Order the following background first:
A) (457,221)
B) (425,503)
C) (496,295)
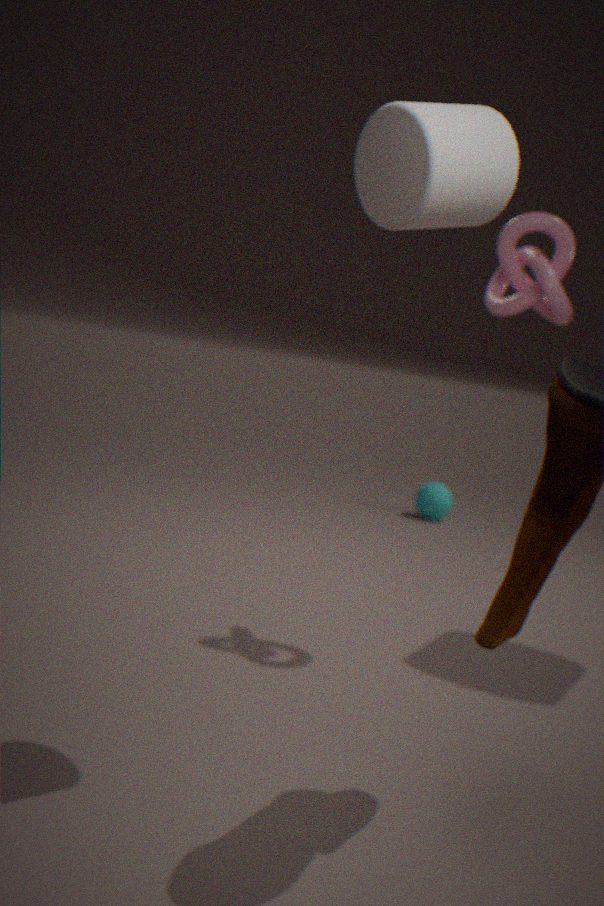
(425,503)
(496,295)
(457,221)
